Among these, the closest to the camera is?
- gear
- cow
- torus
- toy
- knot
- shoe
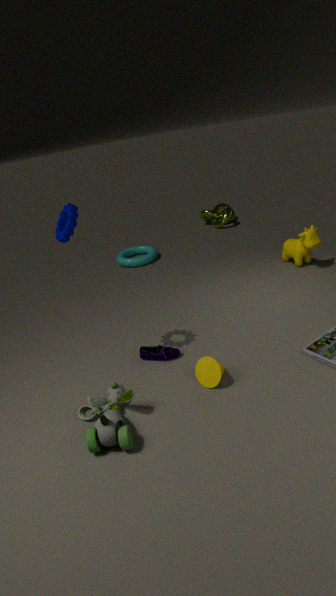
toy
